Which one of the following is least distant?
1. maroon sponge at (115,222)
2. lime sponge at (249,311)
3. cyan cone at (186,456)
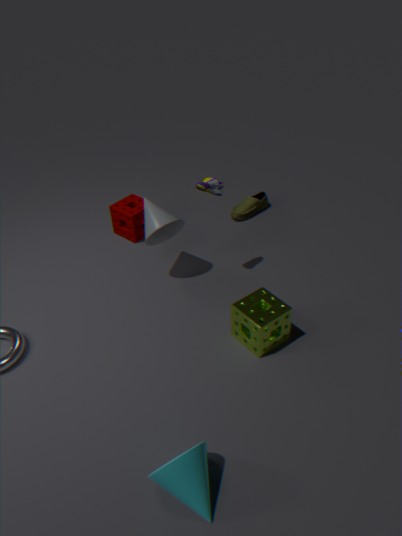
cyan cone at (186,456)
